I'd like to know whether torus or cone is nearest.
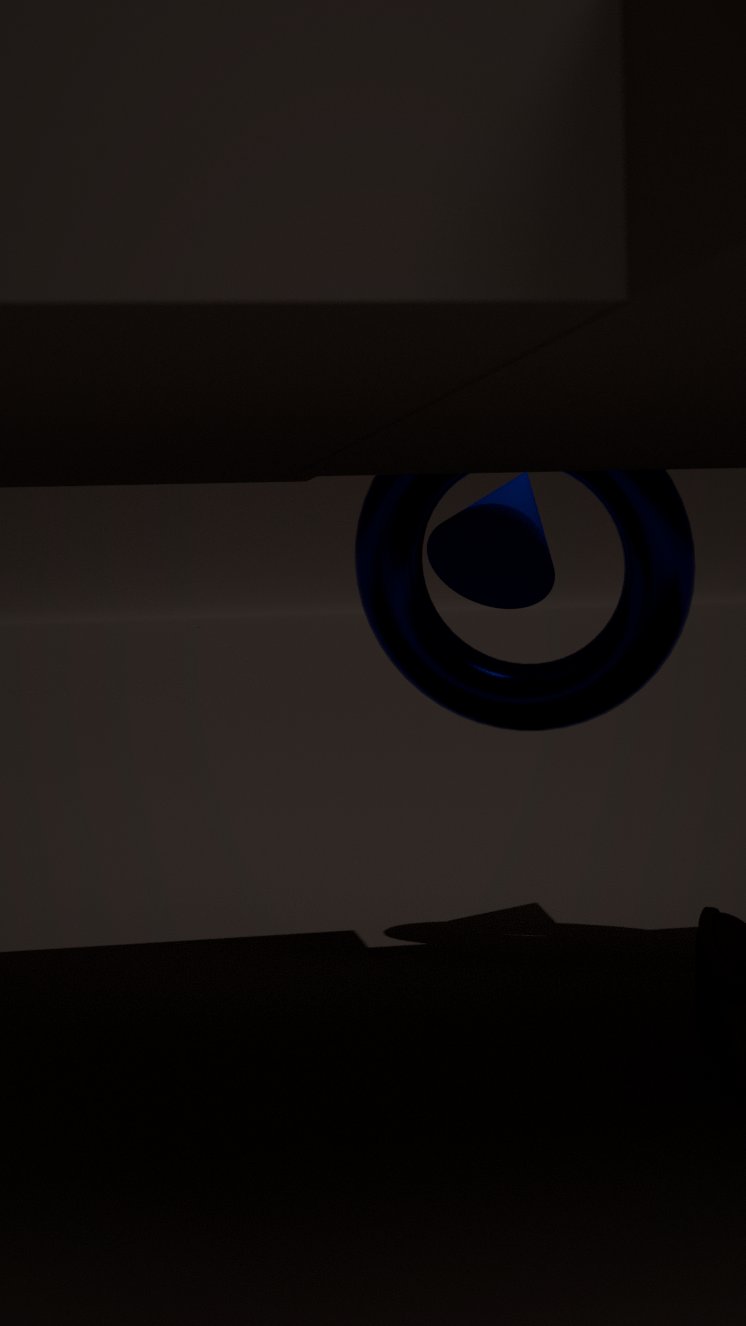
torus
